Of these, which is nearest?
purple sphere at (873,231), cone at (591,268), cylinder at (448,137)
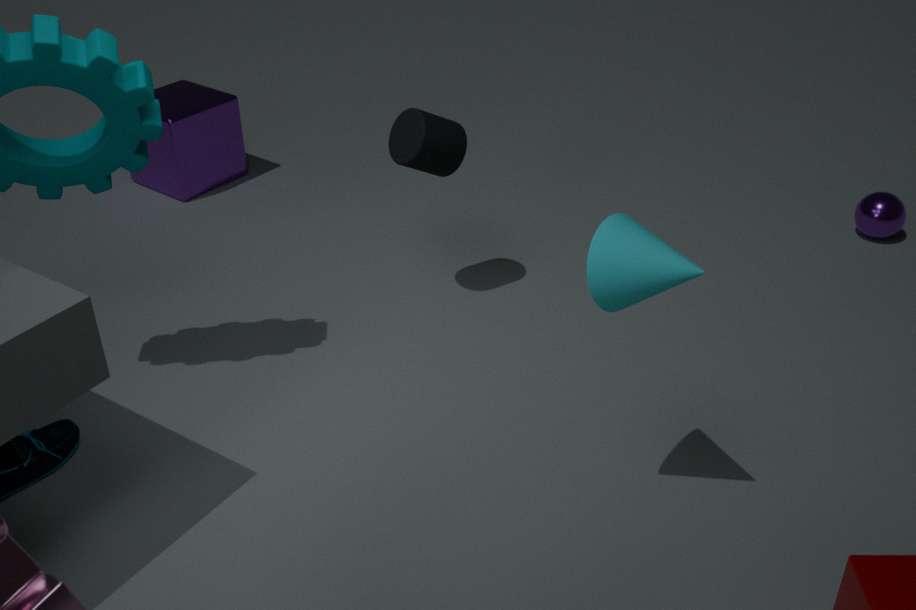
cone at (591,268)
